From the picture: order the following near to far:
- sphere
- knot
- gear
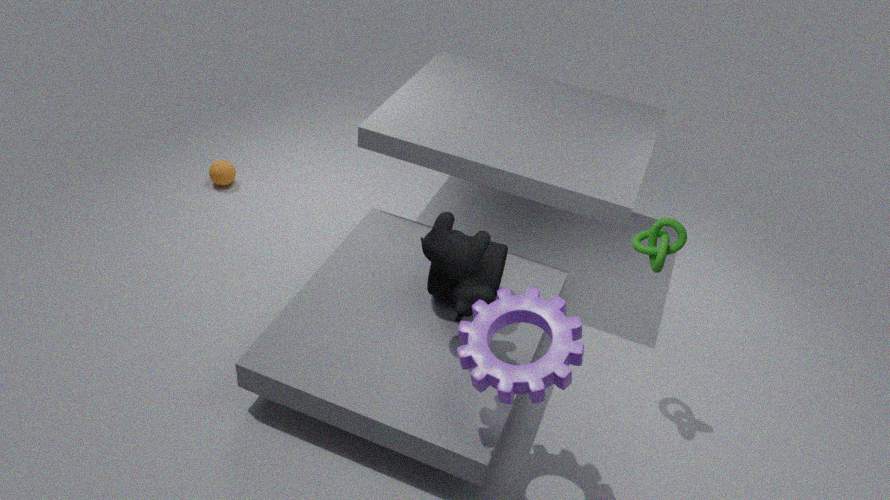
1. gear
2. knot
3. sphere
